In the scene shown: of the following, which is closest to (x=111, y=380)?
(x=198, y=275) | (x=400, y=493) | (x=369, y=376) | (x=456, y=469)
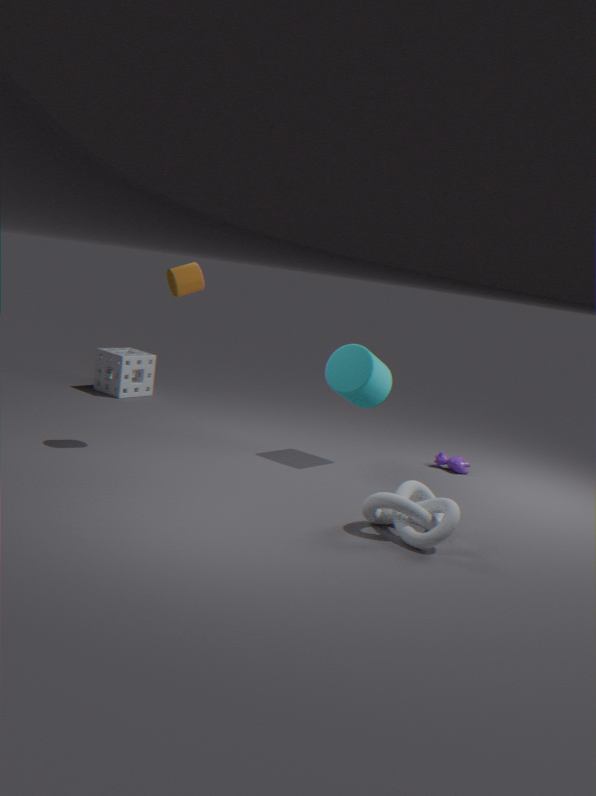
(x=198, y=275)
